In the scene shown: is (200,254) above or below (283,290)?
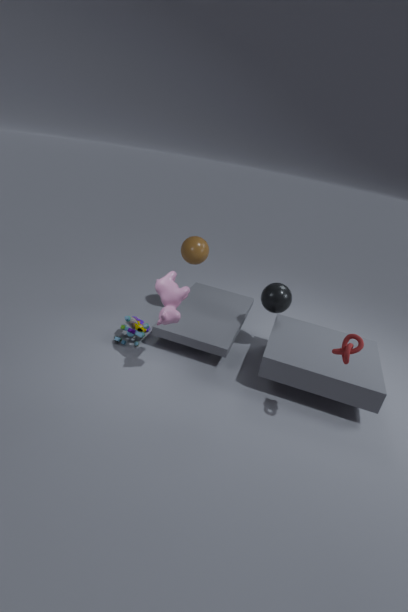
above
